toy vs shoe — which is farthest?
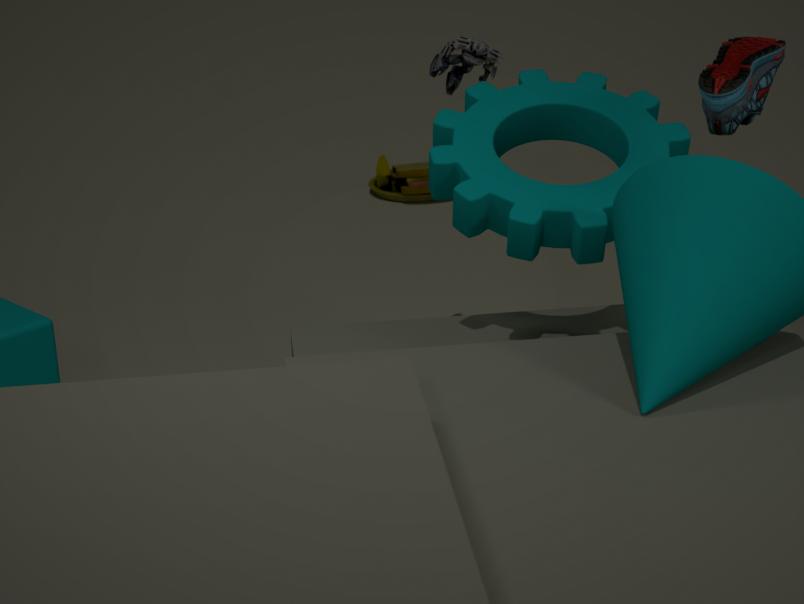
toy
